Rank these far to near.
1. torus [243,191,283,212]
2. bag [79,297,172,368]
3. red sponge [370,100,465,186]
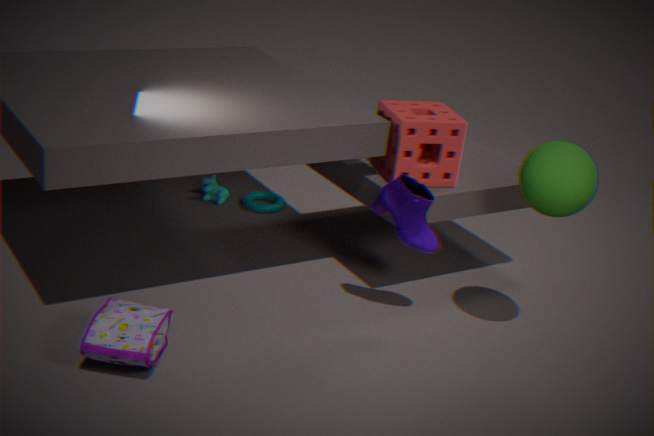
torus [243,191,283,212] < red sponge [370,100,465,186] < bag [79,297,172,368]
